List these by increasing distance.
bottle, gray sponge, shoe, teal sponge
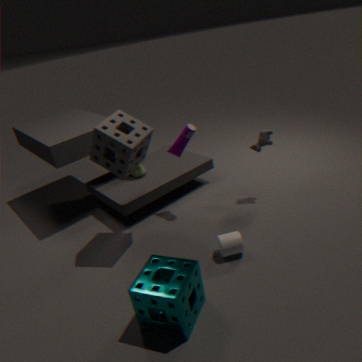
teal sponge < gray sponge < bottle < shoe
